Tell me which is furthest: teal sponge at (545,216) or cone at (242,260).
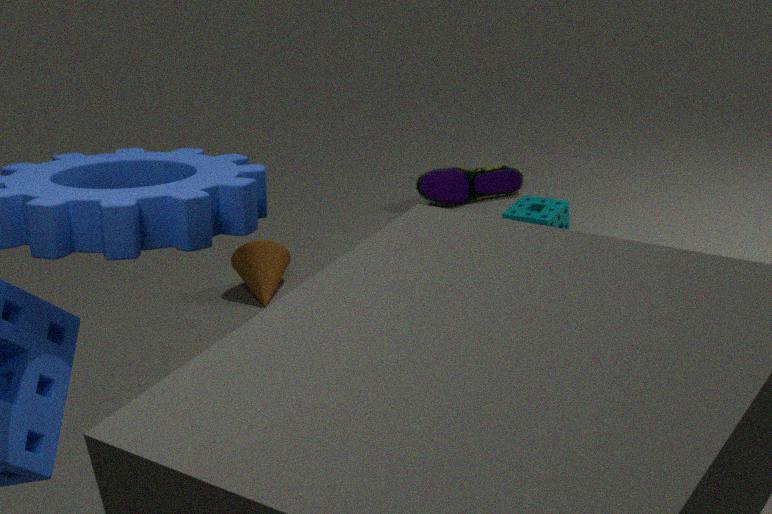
cone at (242,260)
